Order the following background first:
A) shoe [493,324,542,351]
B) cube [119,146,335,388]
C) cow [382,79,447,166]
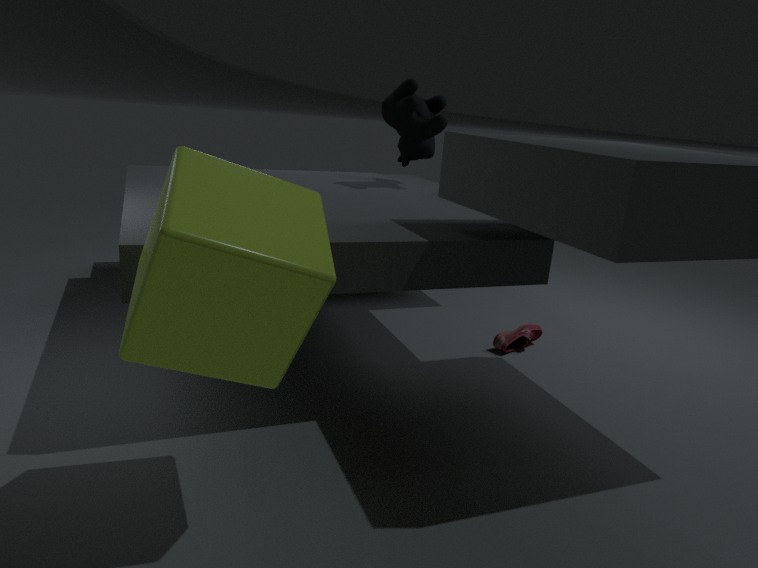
cow [382,79,447,166]
shoe [493,324,542,351]
cube [119,146,335,388]
